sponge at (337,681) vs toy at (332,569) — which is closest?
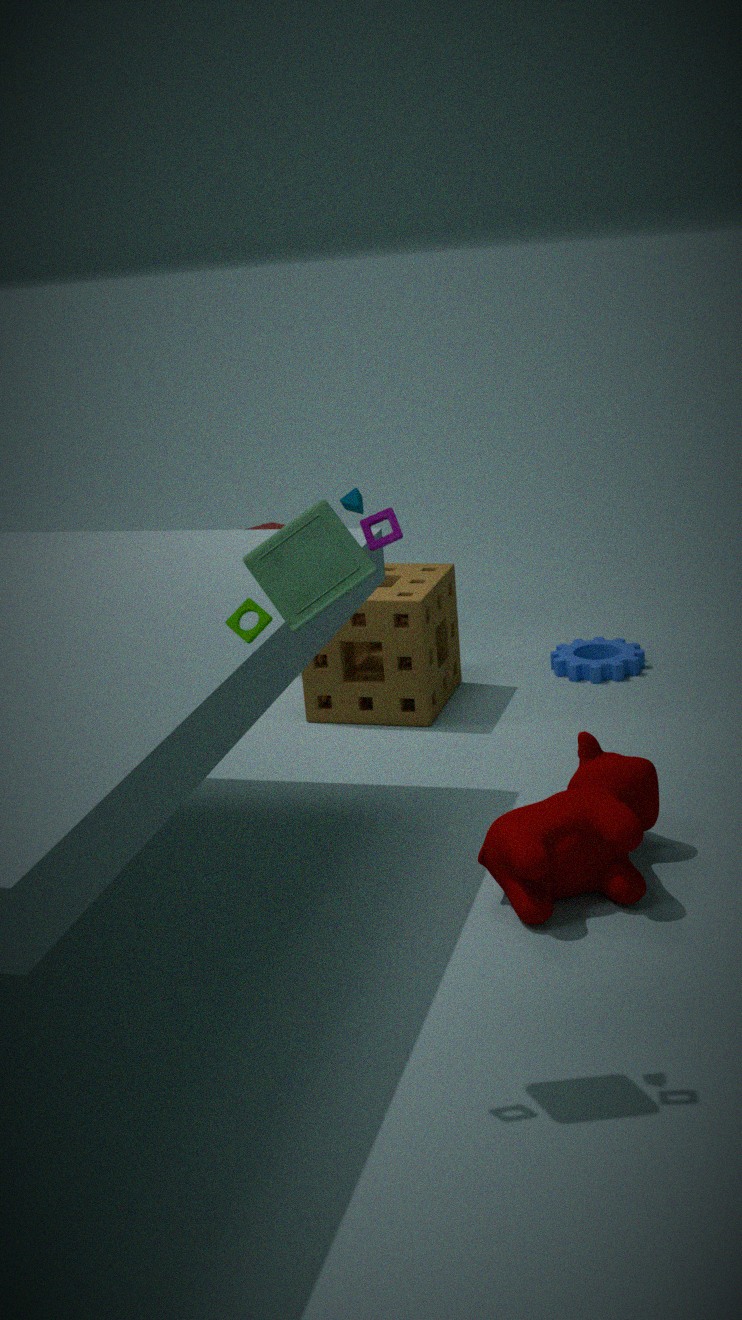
toy at (332,569)
